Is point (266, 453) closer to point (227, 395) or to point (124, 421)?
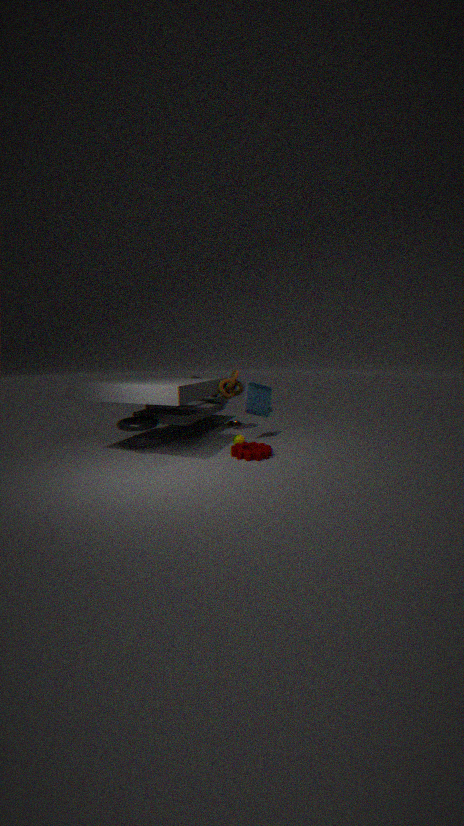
point (227, 395)
